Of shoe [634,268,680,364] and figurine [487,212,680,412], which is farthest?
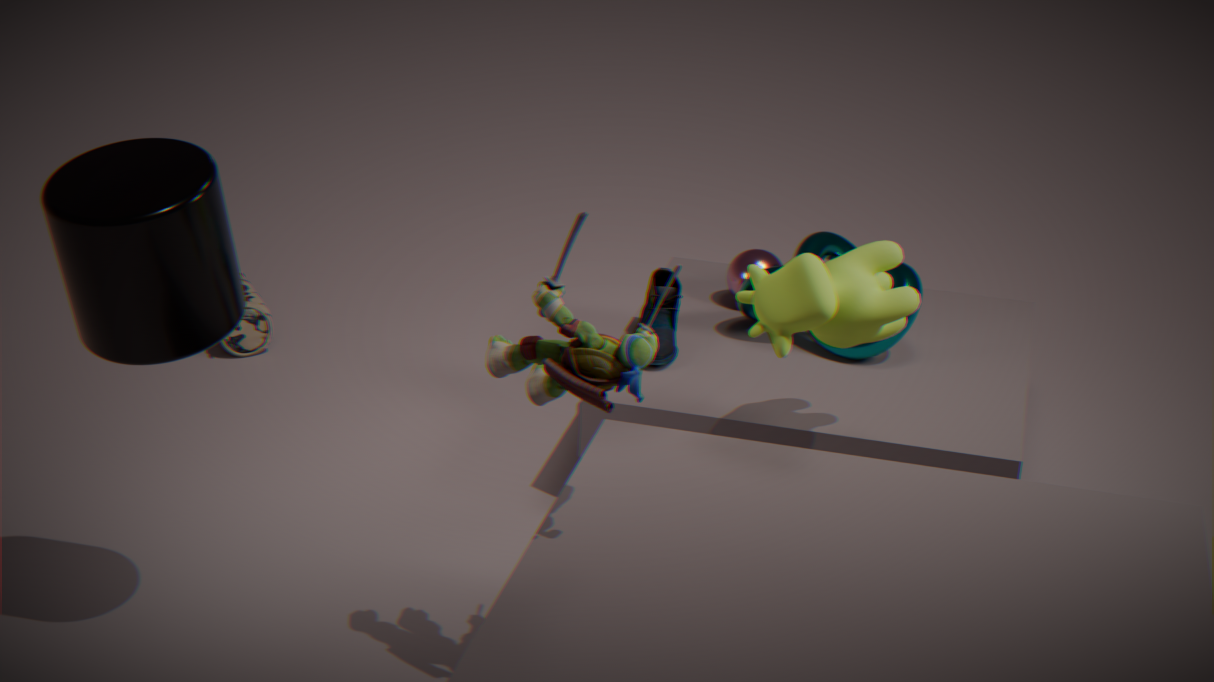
shoe [634,268,680,364]
